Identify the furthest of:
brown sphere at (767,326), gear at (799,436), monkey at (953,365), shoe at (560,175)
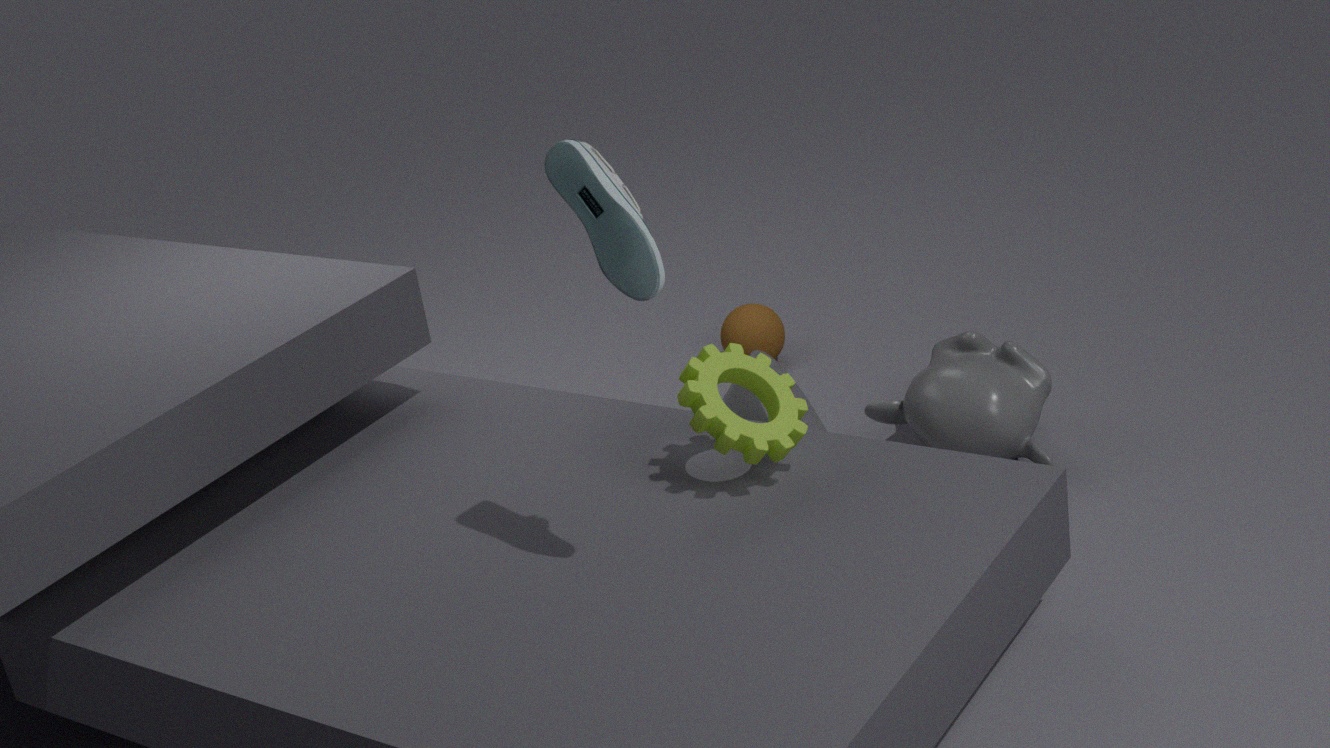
brown sphere at (767,326)
